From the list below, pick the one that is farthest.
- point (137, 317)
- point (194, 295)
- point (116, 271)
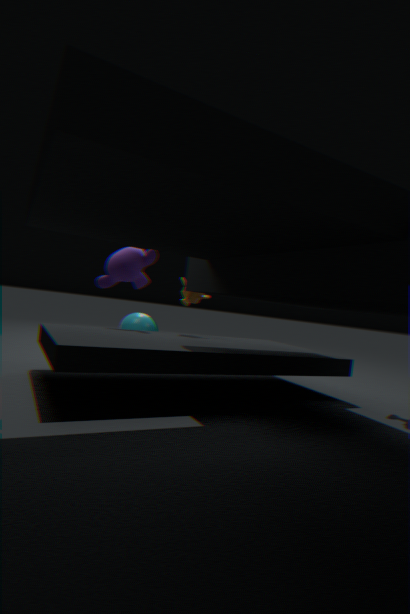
point (137, 317)
